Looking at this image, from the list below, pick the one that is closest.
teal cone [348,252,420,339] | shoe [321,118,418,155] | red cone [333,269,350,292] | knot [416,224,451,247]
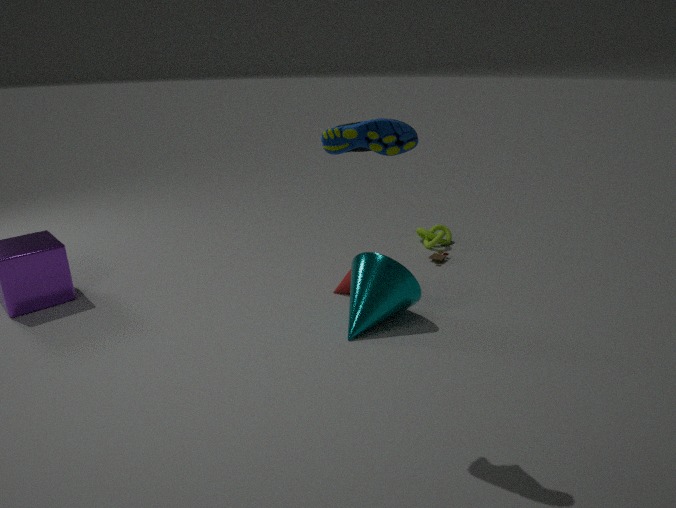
shoe [321,118,418,155]
